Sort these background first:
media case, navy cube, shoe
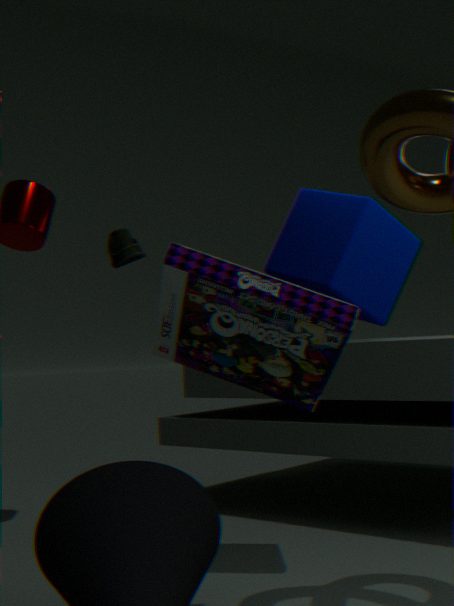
shoe, navy cube, media case
